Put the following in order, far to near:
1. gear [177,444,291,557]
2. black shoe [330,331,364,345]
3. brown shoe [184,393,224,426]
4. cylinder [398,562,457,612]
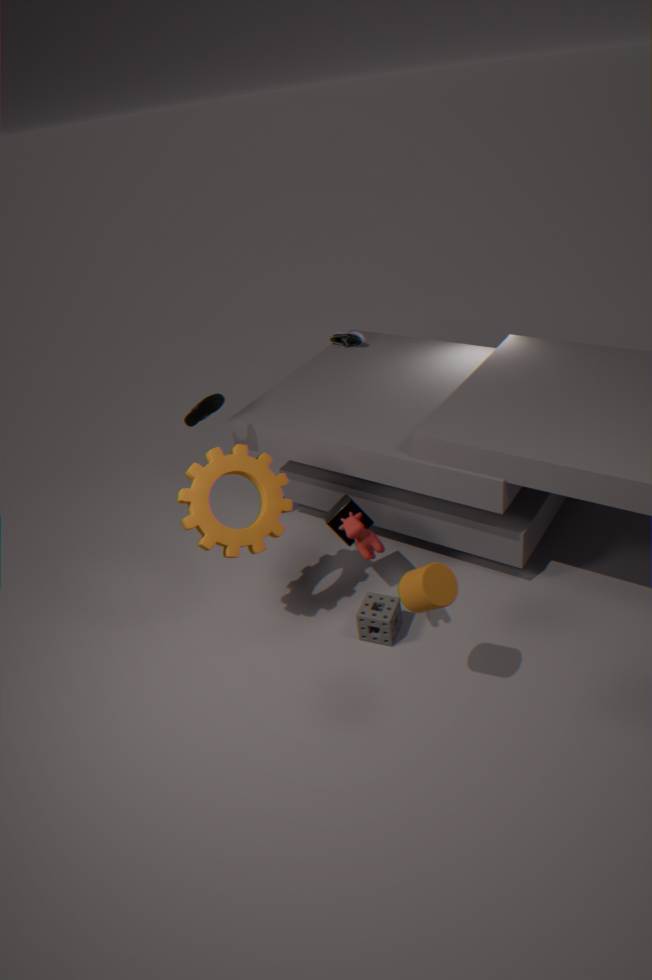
black shoe [330,331,364,345] < brown shoe [184,393,224,426] < gear [177,444,291,557] < cylinder [398,562,457,612]
